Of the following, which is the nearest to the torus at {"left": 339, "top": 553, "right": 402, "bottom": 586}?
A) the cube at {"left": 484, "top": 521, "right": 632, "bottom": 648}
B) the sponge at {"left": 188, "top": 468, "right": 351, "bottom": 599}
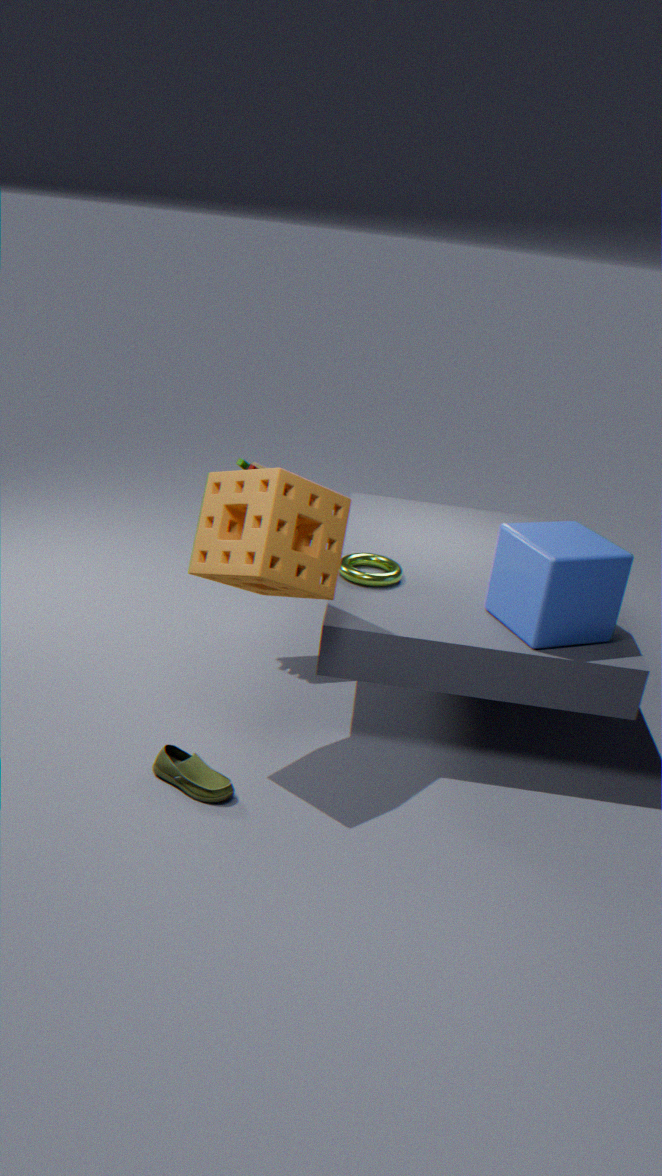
the cube at {"left": 484, "top": 521, "right": 632, "bottom": 648}
